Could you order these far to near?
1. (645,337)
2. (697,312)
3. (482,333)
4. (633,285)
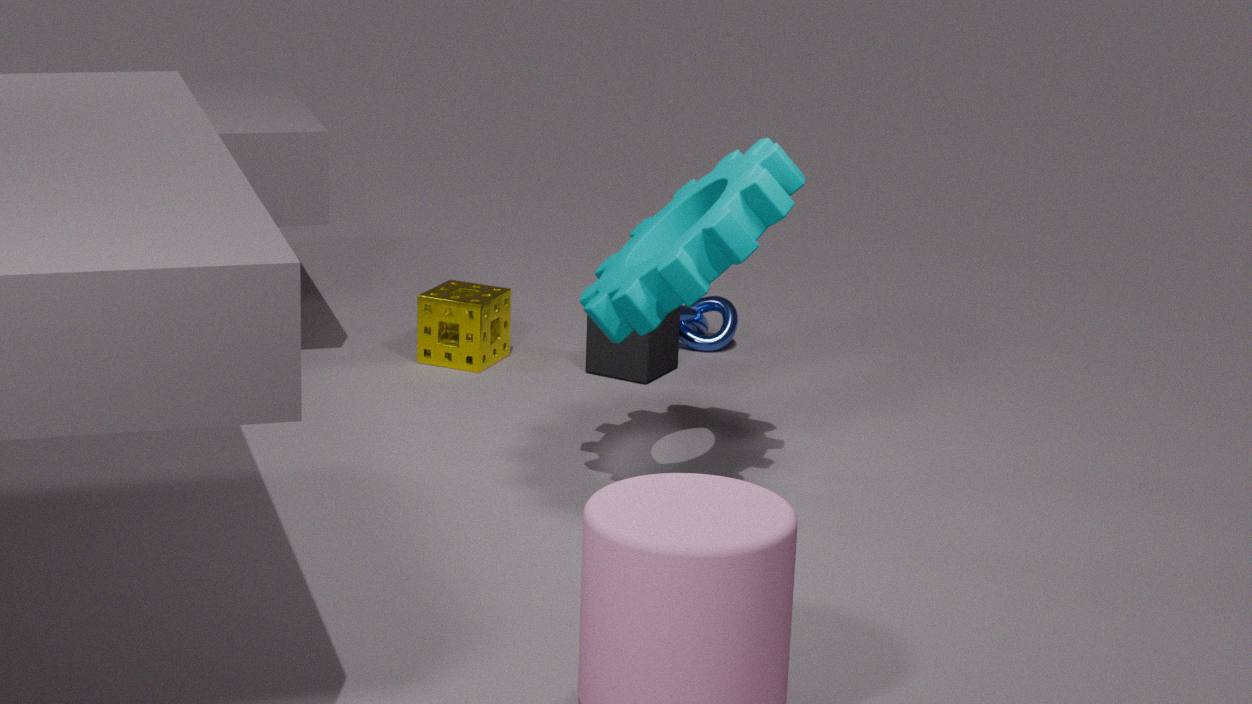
(697,312), (482,333), (645,337), (633,285)
